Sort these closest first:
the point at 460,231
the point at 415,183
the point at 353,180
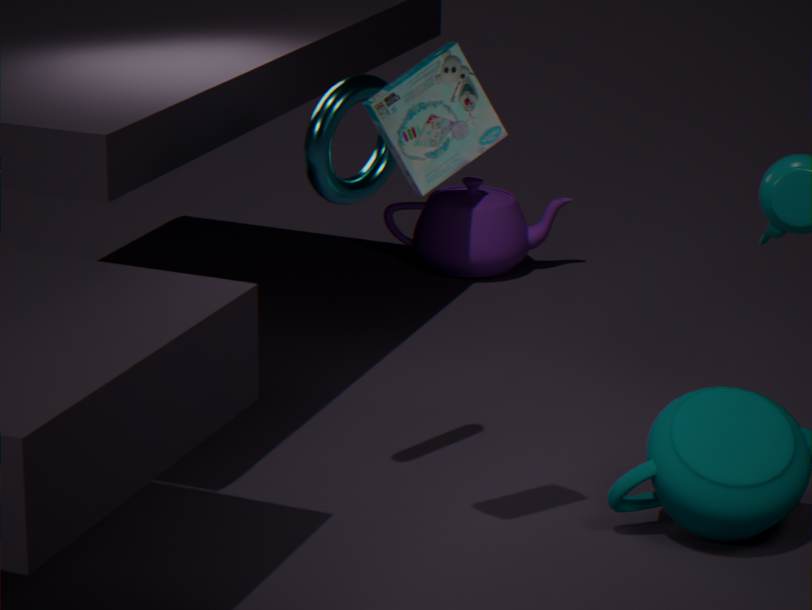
the point at 415,183
the point at 353,180
the point at 460,231
